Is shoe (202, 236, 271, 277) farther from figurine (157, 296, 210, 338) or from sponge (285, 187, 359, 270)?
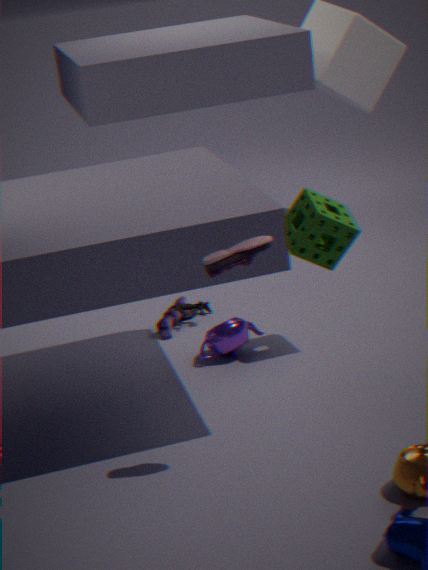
figurine (157, 296, 210, 338)
